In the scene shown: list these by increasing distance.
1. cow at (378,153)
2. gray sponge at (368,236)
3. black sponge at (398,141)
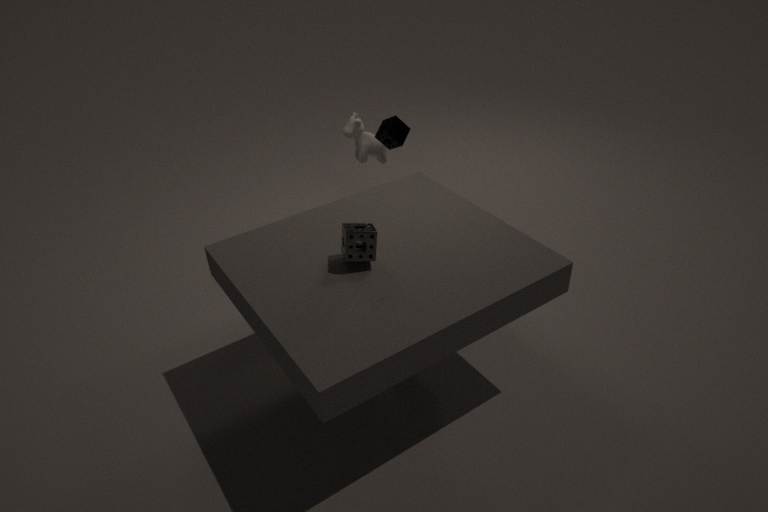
gray sponge at (368,236), black sponge at (398,141), cow at (378,153)
